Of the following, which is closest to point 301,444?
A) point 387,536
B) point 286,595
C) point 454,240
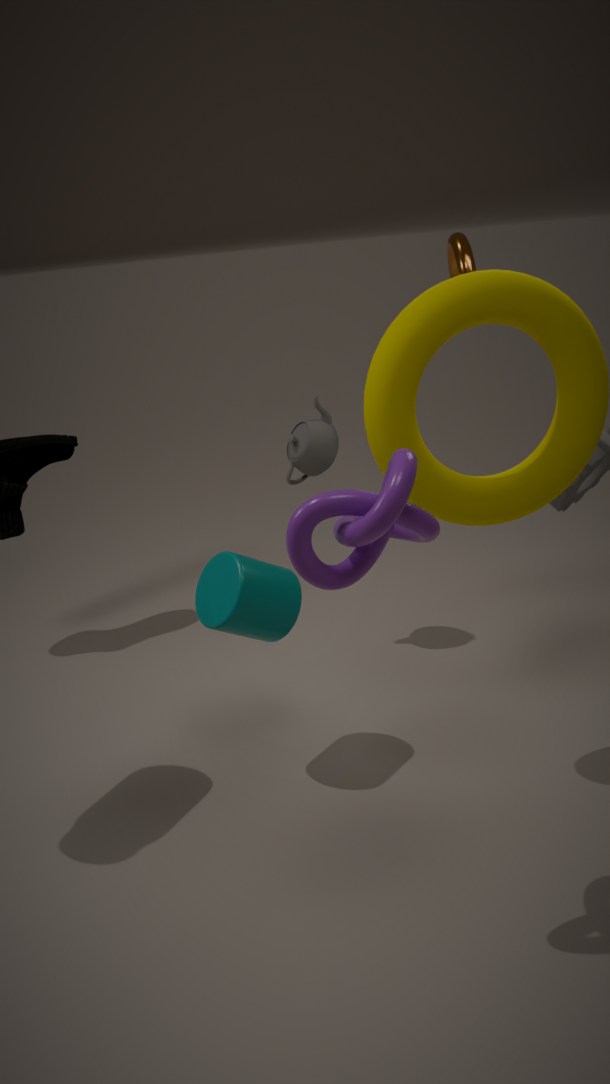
point 286,595
